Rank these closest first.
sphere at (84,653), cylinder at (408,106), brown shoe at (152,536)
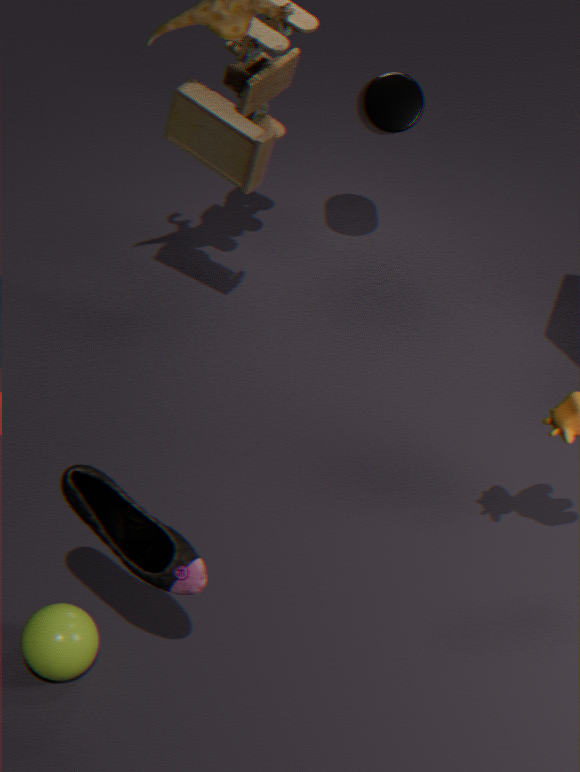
brown shoe at (152,536)
sphere at (84,653)
cylinder at (408,106)
